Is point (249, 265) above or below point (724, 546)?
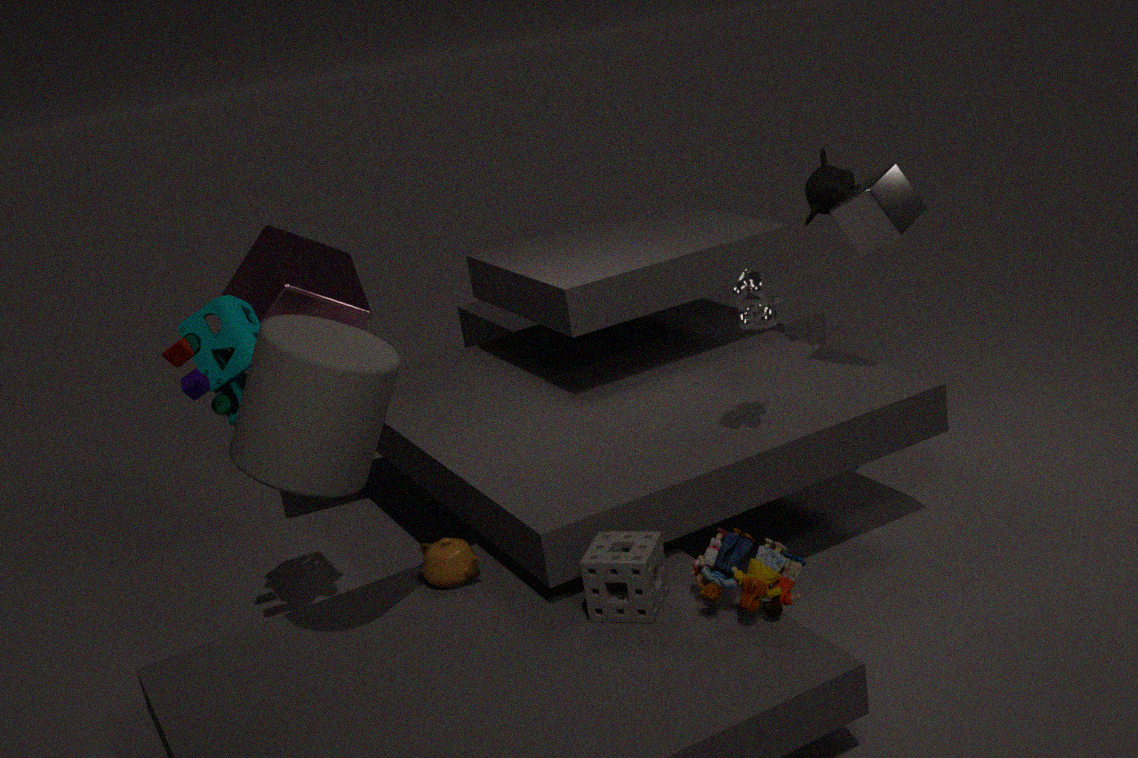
above
